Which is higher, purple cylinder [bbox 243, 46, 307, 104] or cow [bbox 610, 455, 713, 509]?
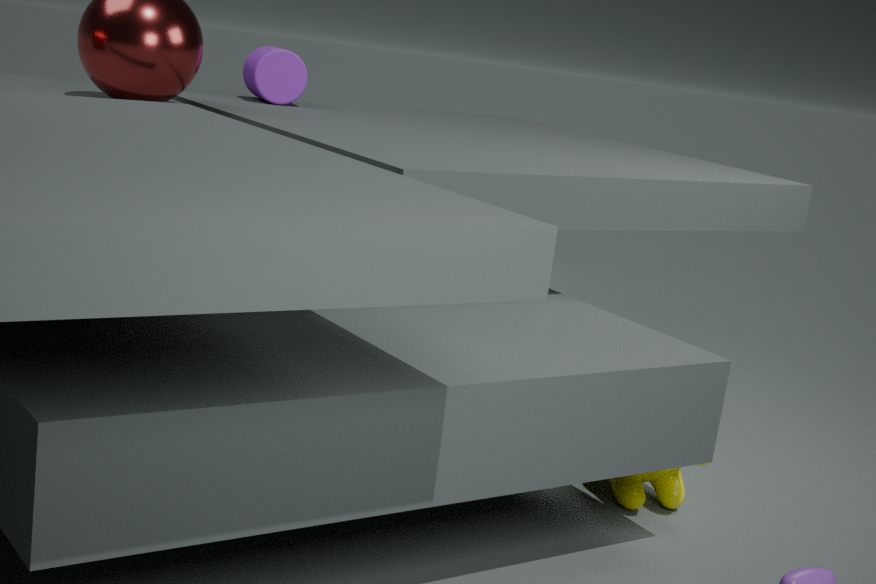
purple cylinder [bbox 243, 46, 307, 104]
